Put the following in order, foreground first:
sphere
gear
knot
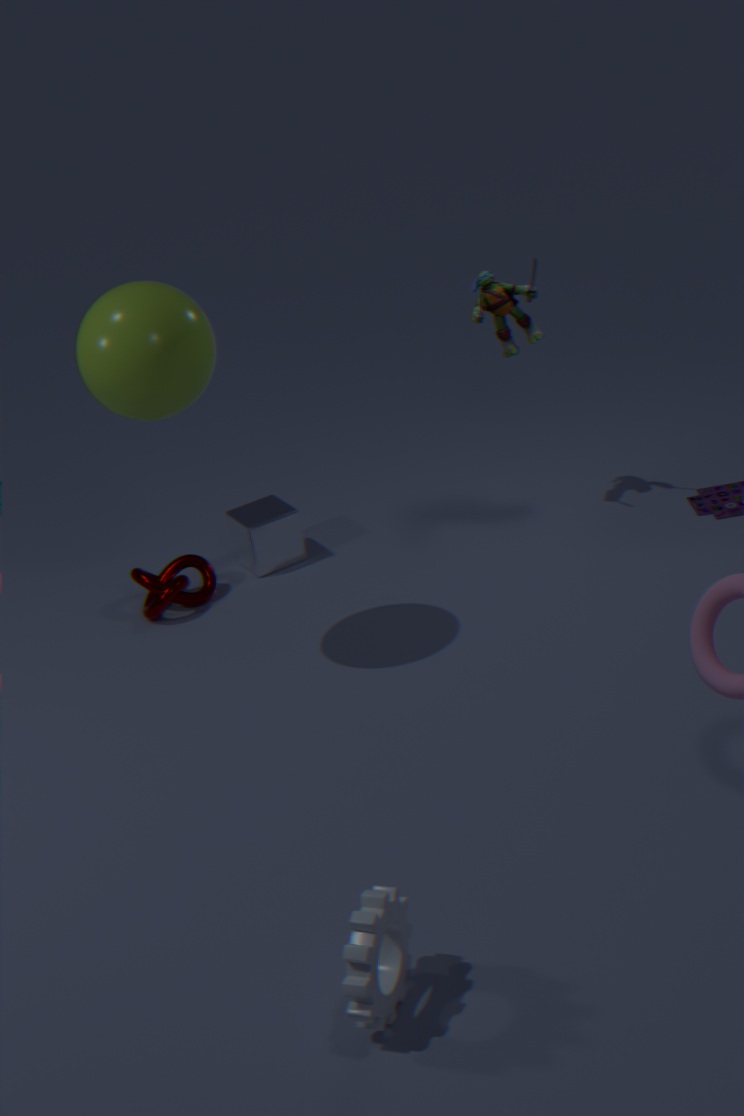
gear < sphere < knot
